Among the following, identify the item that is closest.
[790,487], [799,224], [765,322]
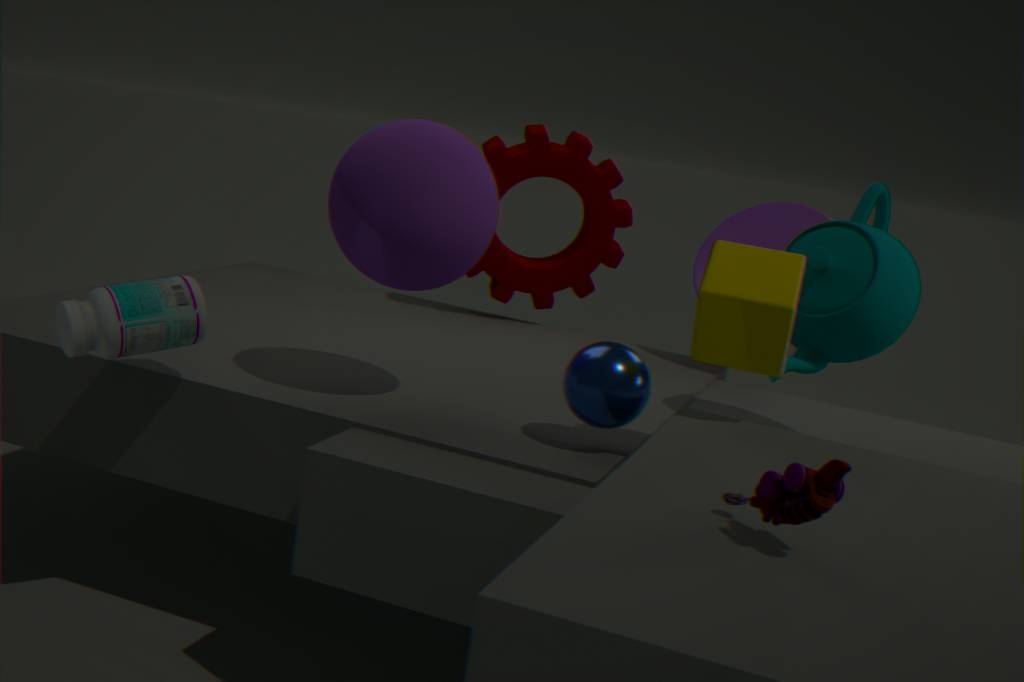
[790,487]
